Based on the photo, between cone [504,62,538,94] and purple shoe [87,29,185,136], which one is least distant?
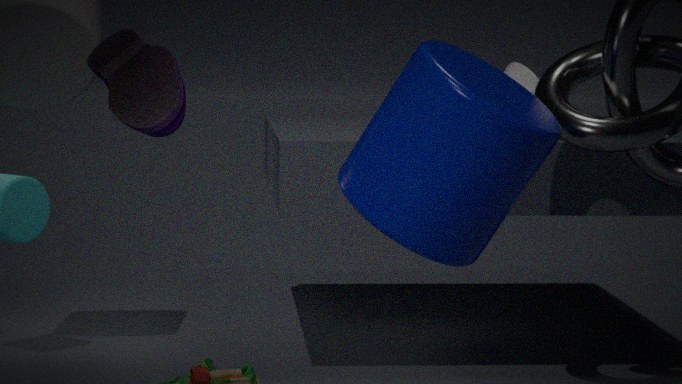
purple shoe [87,29,185,136]
